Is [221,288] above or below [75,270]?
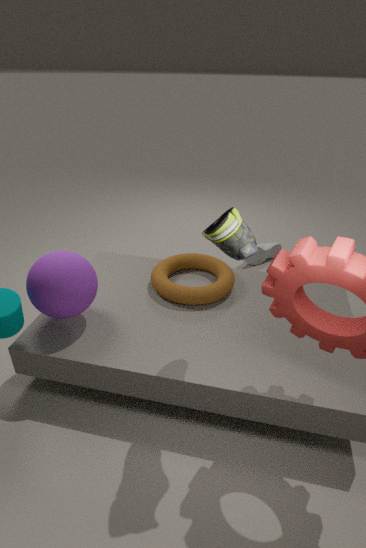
below
